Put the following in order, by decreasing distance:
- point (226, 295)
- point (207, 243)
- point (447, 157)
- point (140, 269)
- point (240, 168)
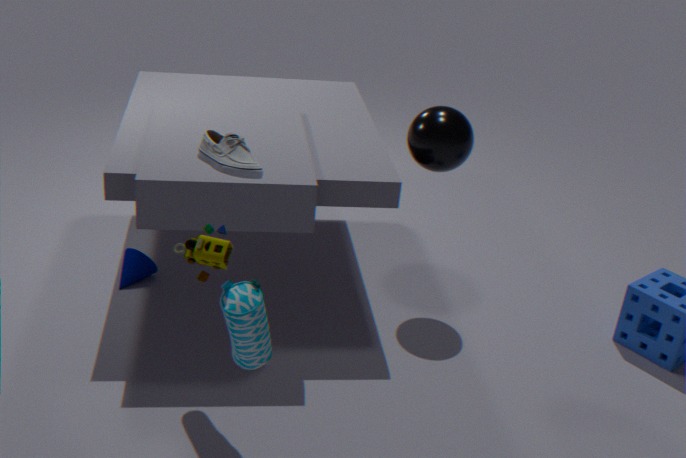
point (140, 269)
point (447, 157)
point (240, 168)
point (207, 243)
point (226, 295)
